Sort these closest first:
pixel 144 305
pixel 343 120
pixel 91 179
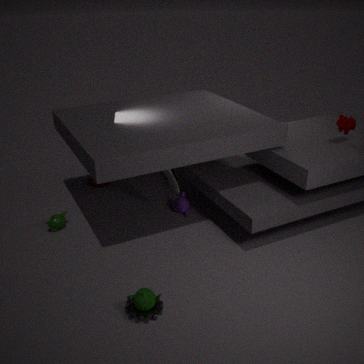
pixel 144 305 < pixel 343 120 < pixel 91 179
